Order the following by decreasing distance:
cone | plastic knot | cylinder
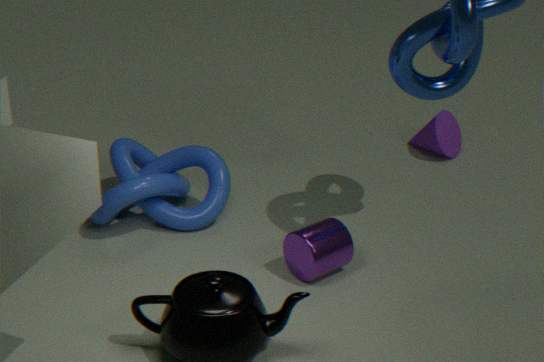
cone < plastic knot < cylinder
